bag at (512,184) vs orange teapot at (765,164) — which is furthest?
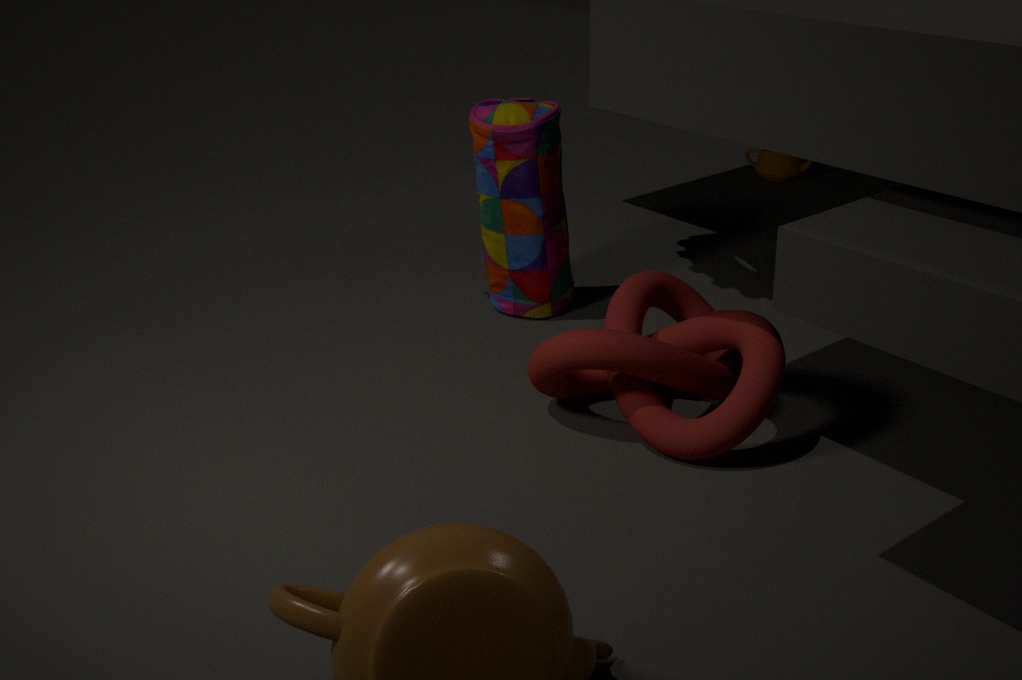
orange teapot at (765,164)
